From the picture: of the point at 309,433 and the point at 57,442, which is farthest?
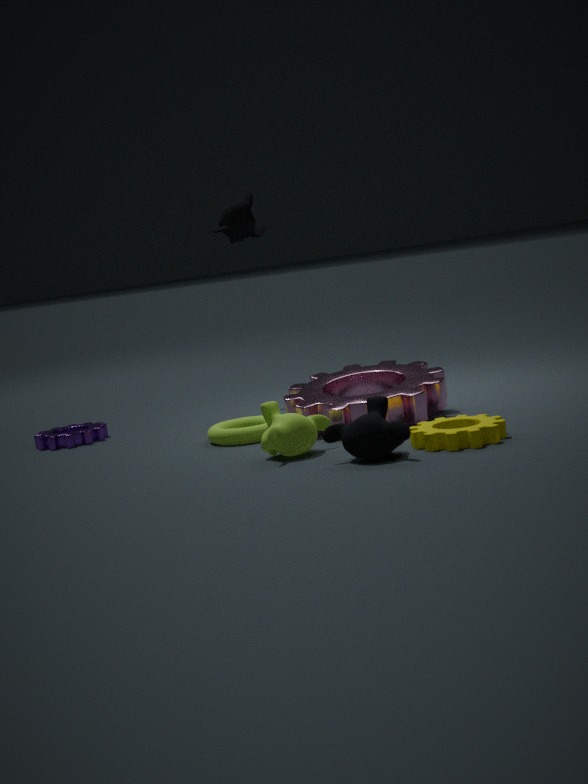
the point at 57,442
